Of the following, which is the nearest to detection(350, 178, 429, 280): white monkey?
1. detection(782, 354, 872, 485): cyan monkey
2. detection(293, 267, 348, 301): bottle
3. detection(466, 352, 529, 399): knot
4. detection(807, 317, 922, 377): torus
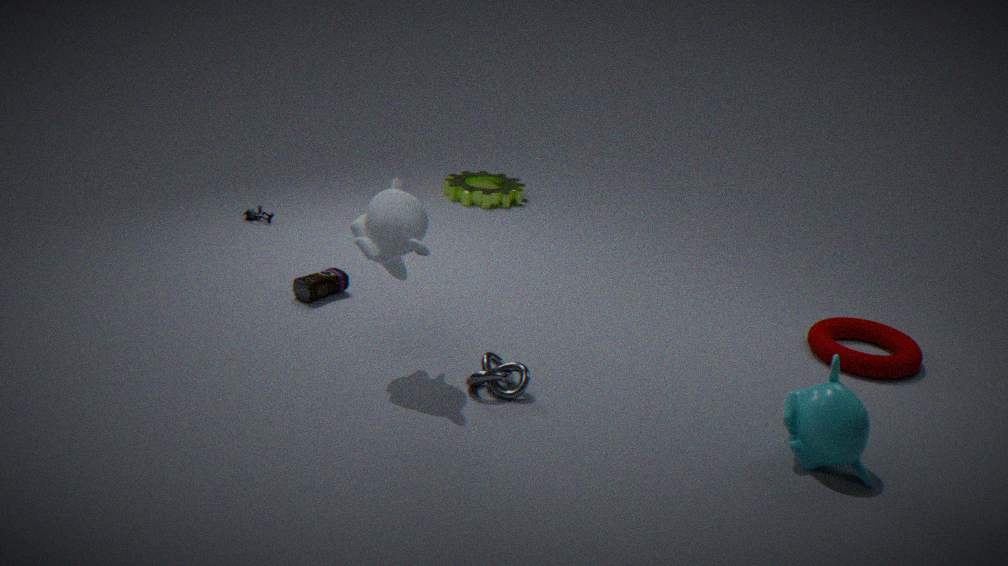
detection(466, 352, 529, 399): knot
